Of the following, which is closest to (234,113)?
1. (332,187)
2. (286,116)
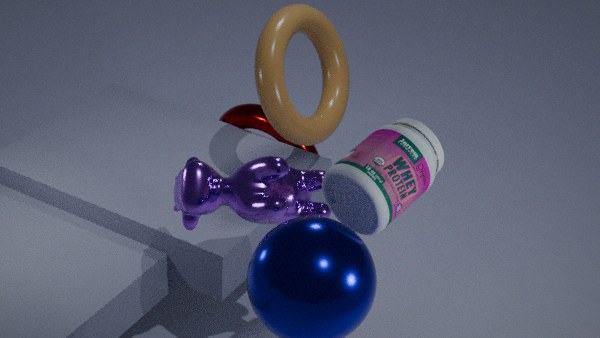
(286,116)
